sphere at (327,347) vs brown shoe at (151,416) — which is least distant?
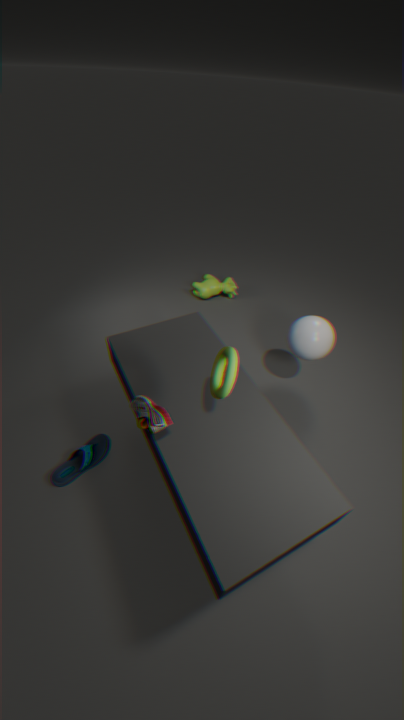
brown shoe at (151,416)
